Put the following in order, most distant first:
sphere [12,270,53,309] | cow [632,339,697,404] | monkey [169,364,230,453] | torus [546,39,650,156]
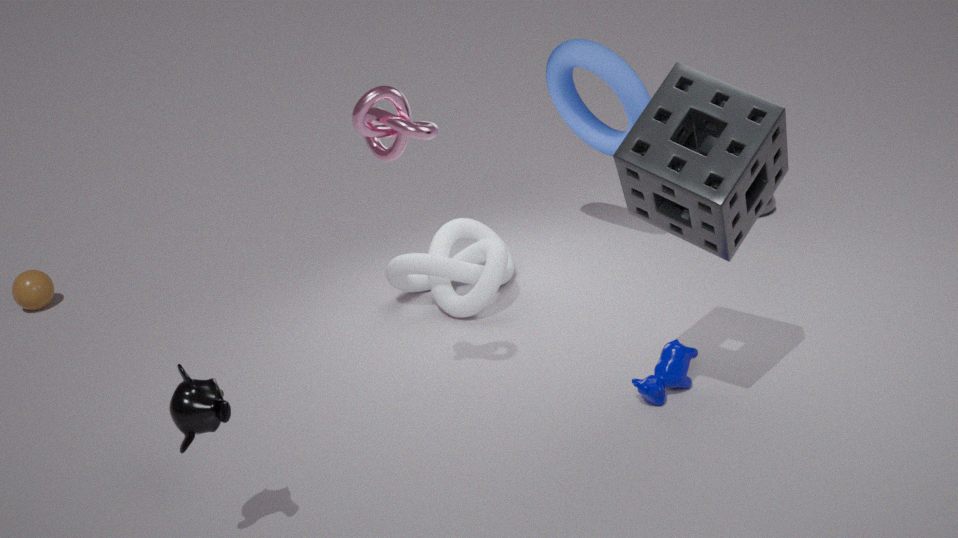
sphere [12,270,53,309] → torus [546,39,650,156] → cow [632,339,697,404] → monkey [169,364,230,453]
